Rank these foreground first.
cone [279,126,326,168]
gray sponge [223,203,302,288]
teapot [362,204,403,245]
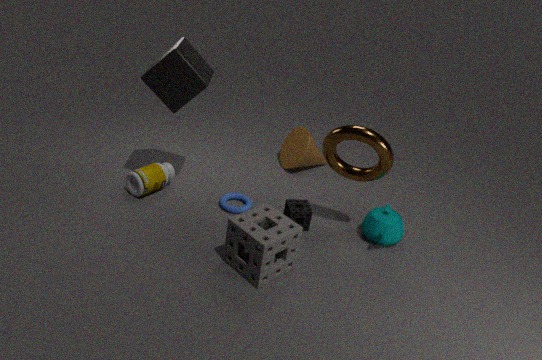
1. gray sponge [223,203,302,288]
2. teapot [362,204,403,245]
3. cone [279,126,326,168]
